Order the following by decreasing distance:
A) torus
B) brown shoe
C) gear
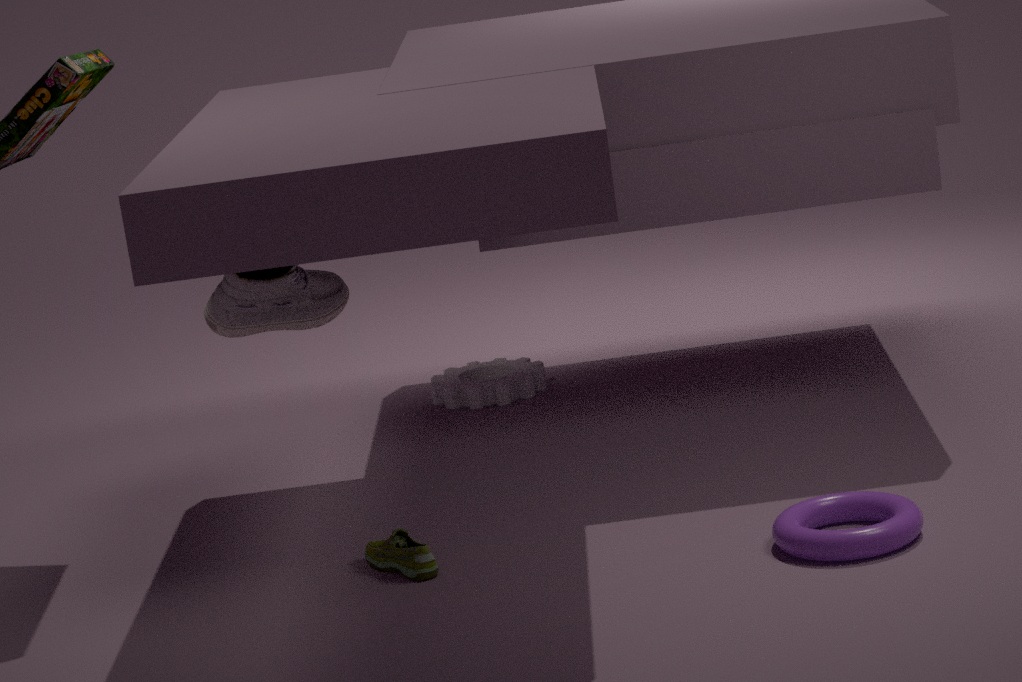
gear, brown shoe, torus
